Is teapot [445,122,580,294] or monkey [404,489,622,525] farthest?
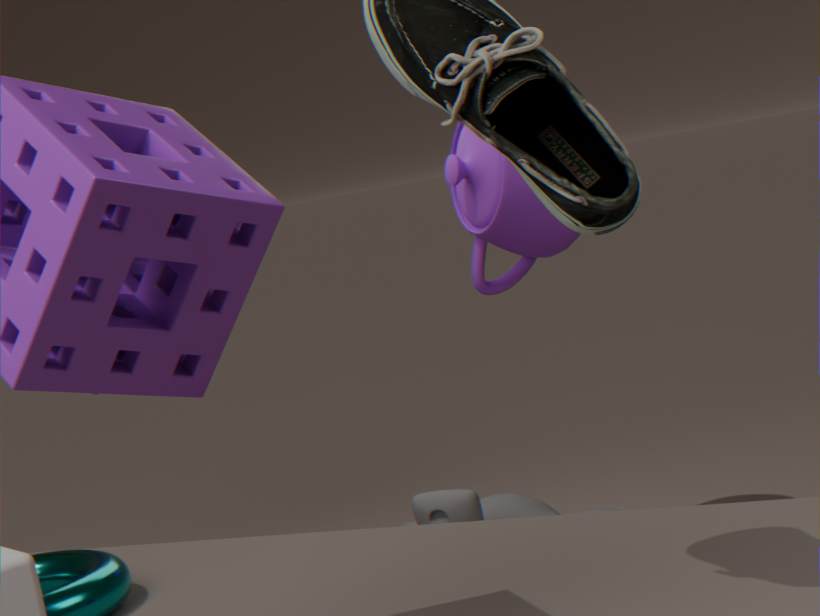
teapot [445,122,580,294]
